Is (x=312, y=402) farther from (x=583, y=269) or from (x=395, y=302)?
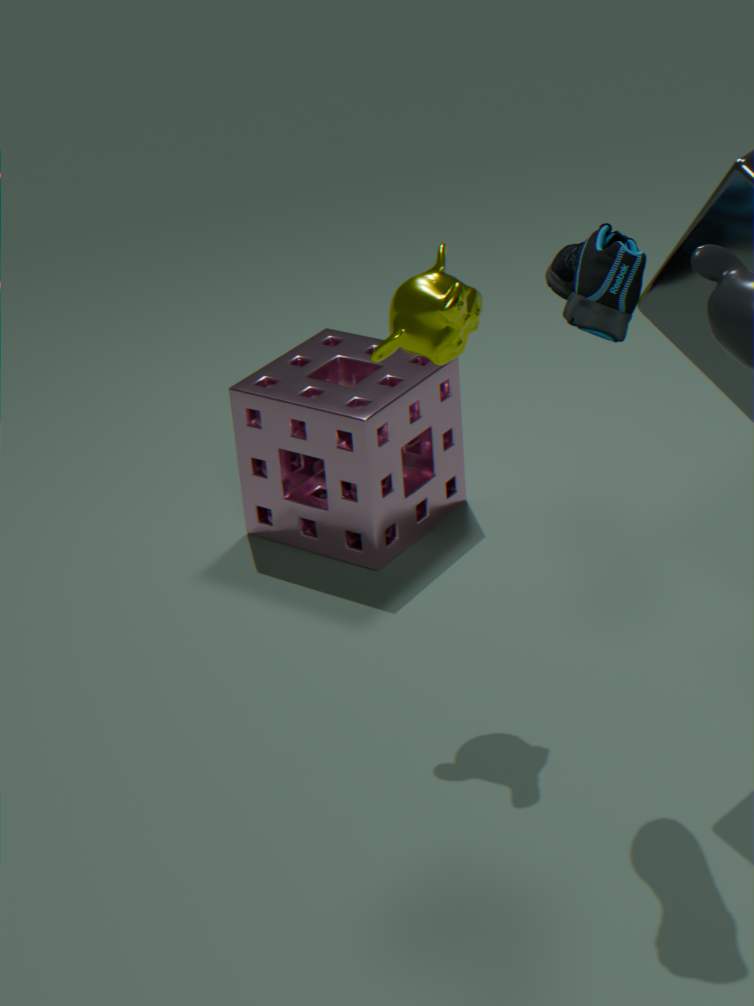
(x=583, y=269)
